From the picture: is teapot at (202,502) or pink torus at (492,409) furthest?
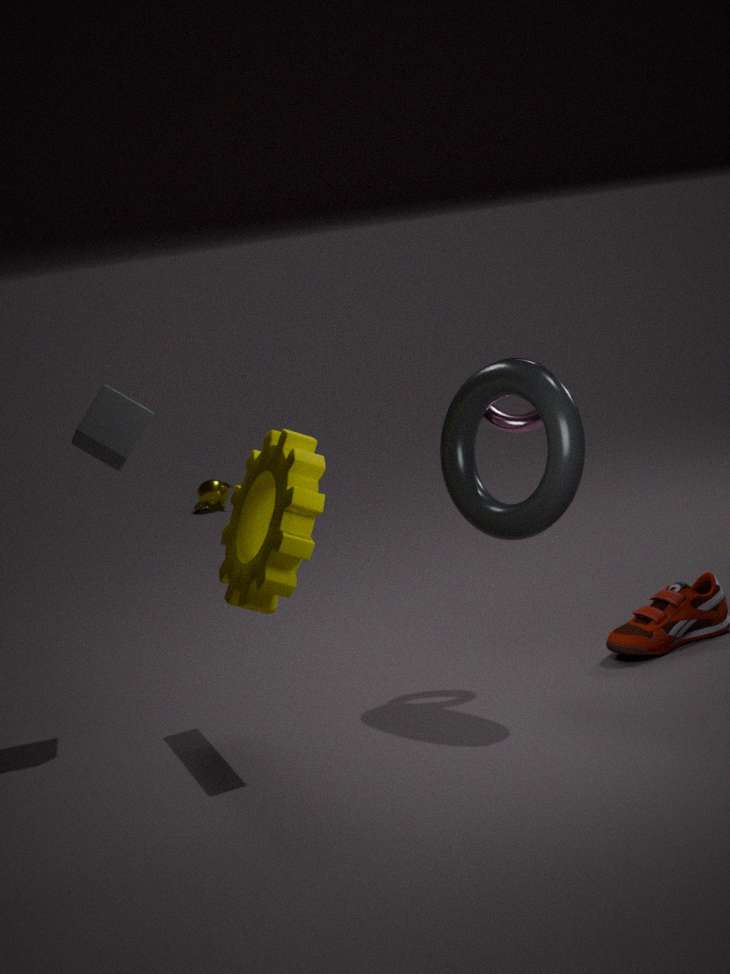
teapot at (202,502)
